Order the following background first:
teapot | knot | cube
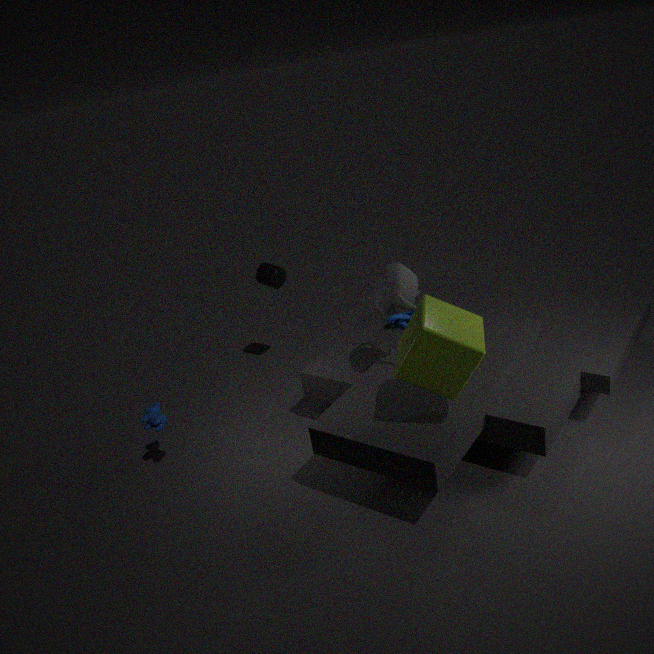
1. knot
2. teapot
3. cube
